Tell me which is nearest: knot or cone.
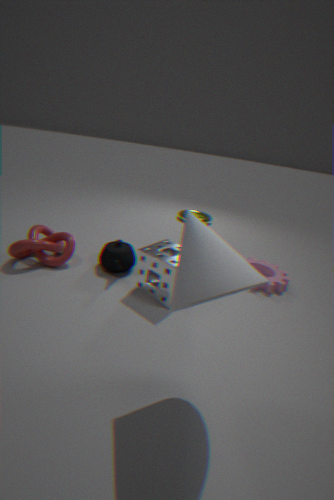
cone
